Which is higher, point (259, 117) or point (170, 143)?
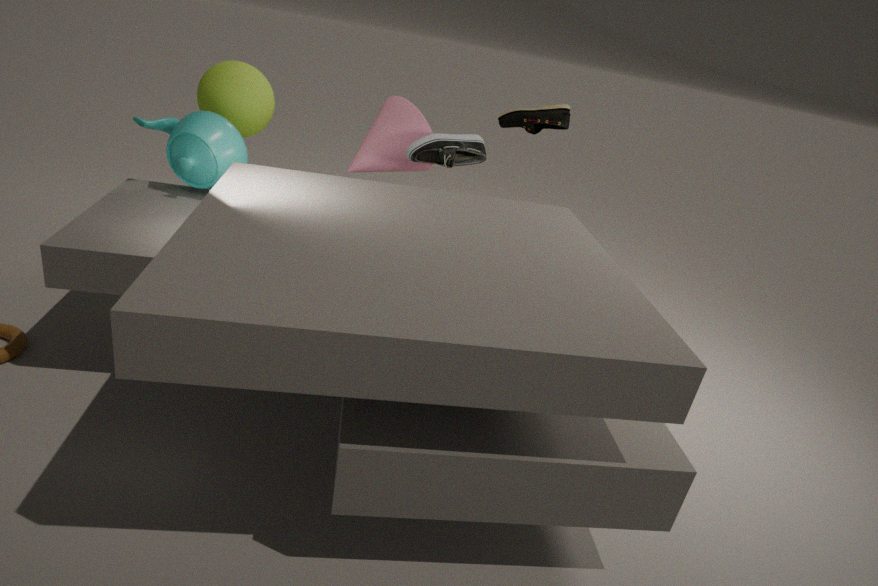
point (259, 117)
